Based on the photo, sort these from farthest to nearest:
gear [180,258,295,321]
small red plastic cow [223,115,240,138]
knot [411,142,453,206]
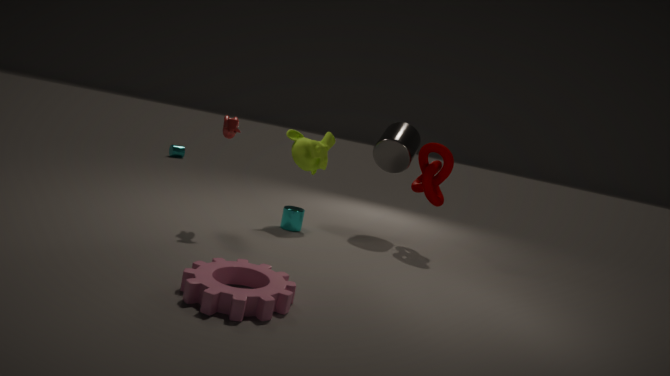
knot [411,142,453,206]
small red plastic cow [223,115,240,138]
gear [180,258,295,321]
